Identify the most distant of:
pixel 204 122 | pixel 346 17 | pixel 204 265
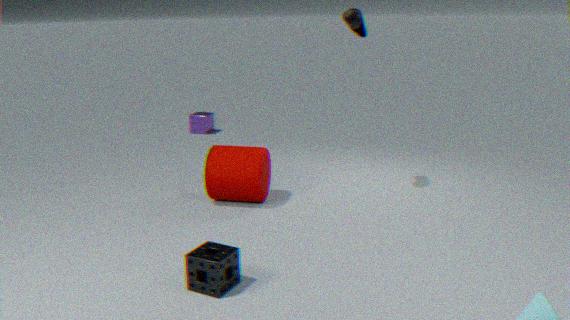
pixel 204 122
